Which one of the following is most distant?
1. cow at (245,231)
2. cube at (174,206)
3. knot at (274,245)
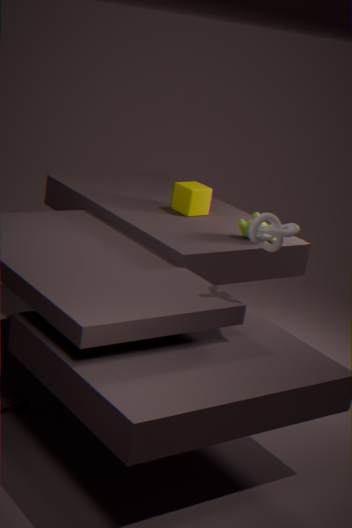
cube at (174,206)
